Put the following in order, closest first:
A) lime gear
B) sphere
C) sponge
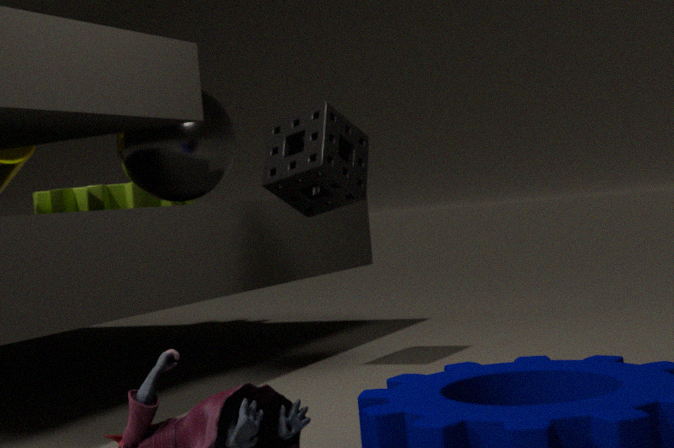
sponge, sphere, lime gear
